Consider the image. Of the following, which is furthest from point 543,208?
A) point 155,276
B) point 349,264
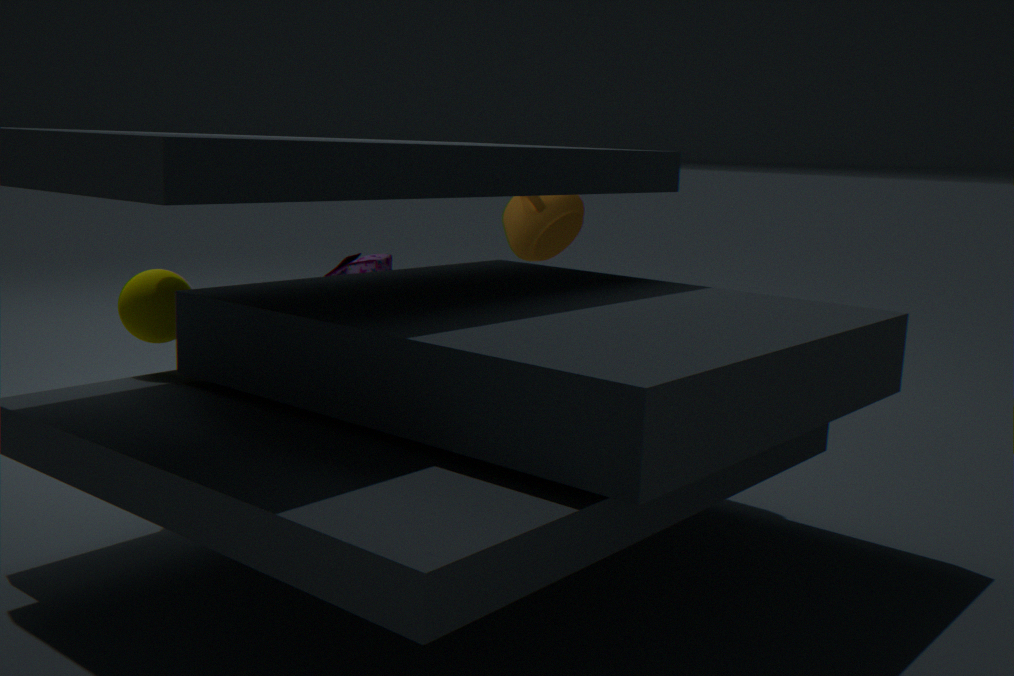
point 349,264
